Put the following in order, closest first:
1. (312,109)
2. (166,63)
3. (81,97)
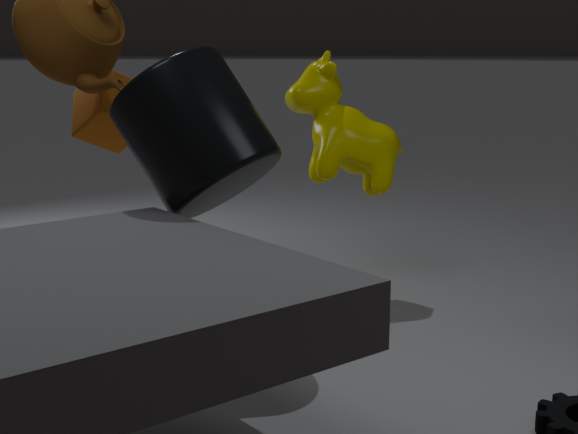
(166,63), (81,97), (312,109)
